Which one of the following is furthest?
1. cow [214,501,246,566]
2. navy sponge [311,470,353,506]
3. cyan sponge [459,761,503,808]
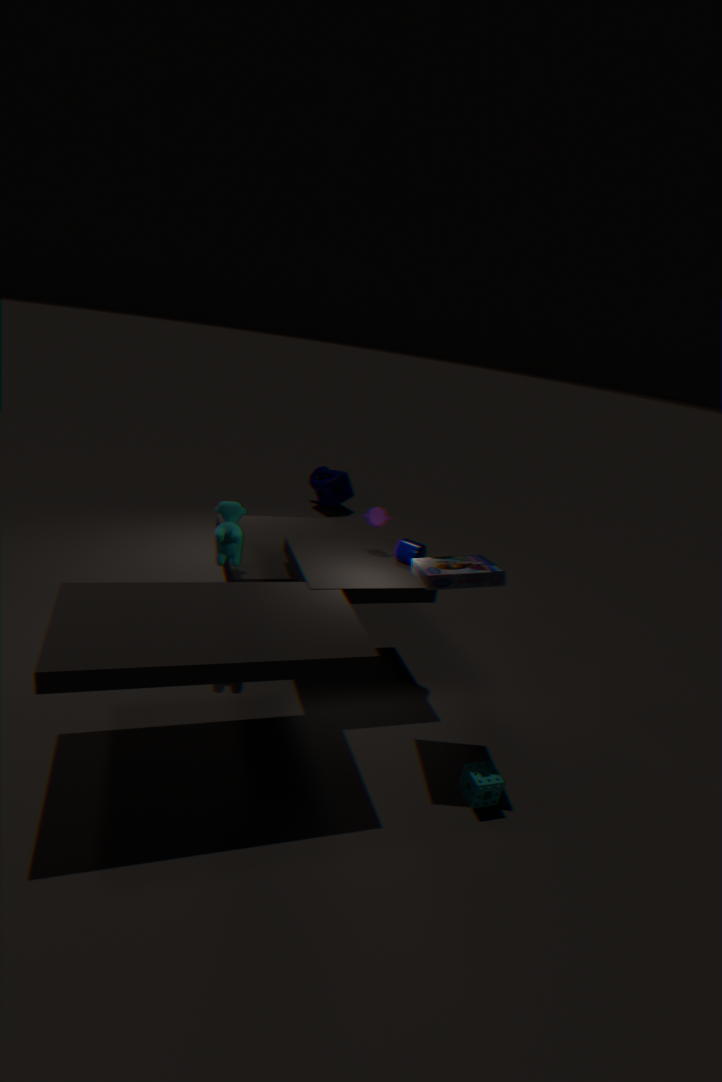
navy sponge [311,470,353,506]
